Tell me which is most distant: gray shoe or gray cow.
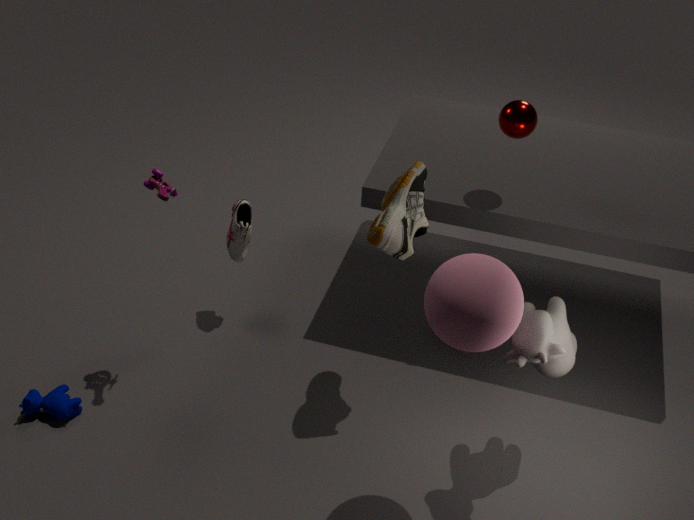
gray shoe
